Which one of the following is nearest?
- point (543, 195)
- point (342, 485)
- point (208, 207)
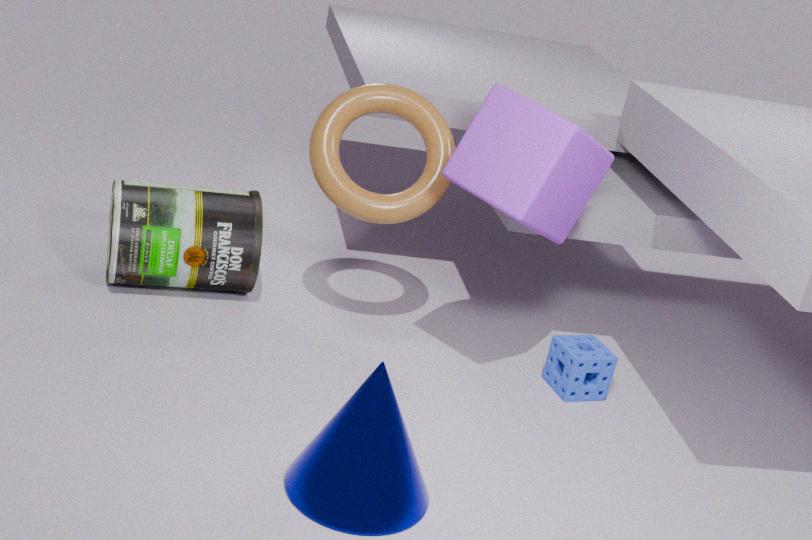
point (342, 485)
